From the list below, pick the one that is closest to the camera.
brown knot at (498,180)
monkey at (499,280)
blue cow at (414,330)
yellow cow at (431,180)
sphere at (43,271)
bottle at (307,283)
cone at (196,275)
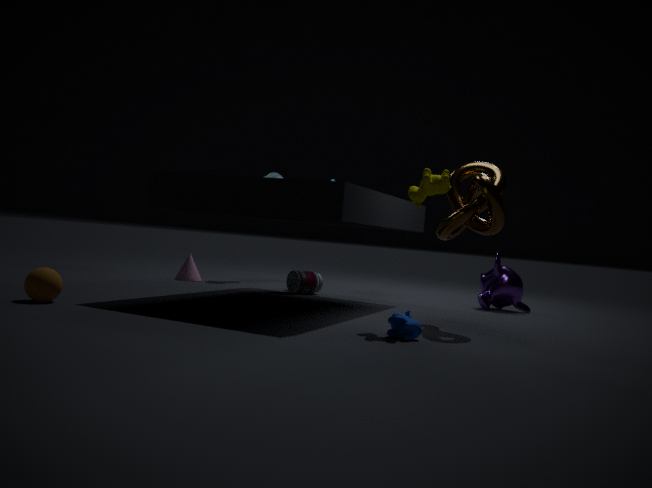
blue cow at (414,330)
